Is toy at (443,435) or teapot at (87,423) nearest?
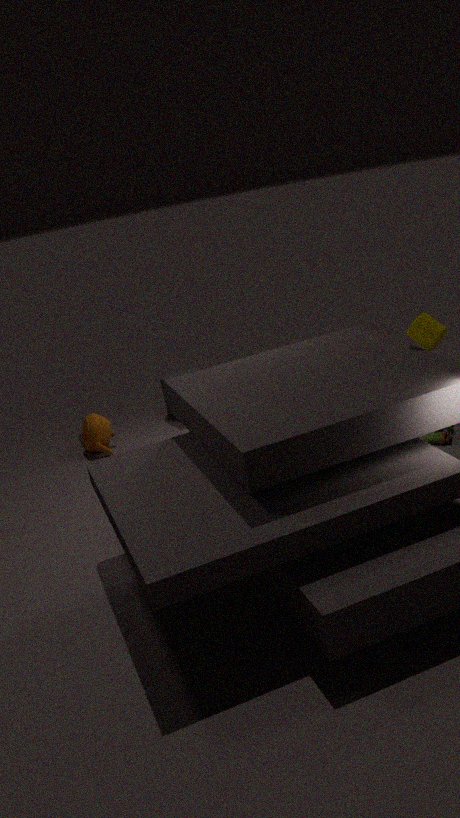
toy at (443,435)
